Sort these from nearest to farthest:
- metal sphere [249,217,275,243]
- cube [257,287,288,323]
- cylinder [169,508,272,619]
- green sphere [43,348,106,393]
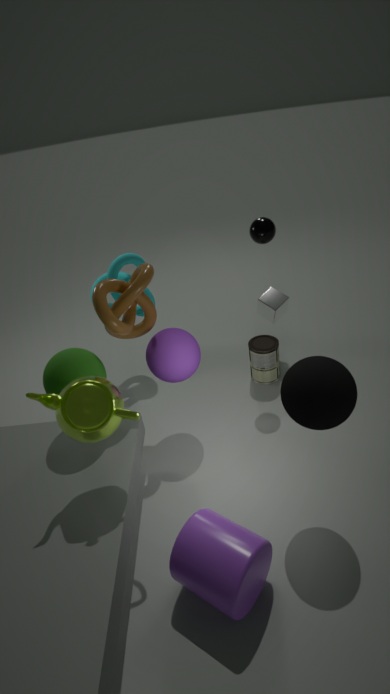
cylinder [169,508,272,619], green sphere [43,348,106,393], metal sphere [249,217,275,243], cube [257,287,288,323]
